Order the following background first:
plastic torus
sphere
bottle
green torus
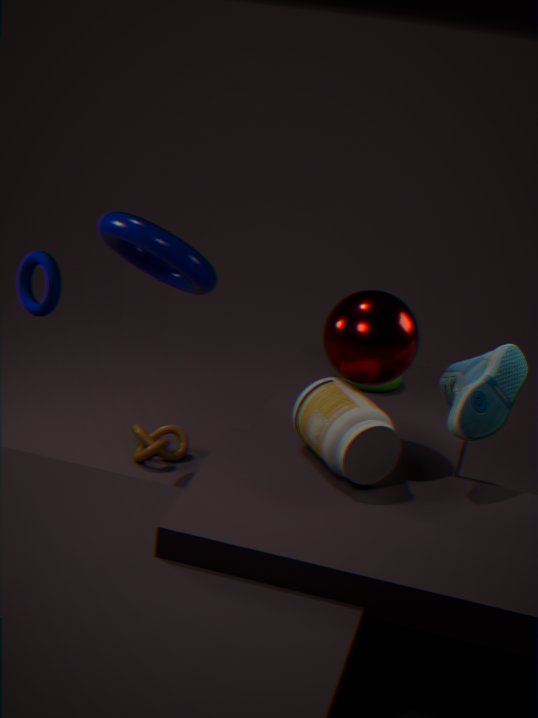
green torus → plastic torus → sphere → bottle
